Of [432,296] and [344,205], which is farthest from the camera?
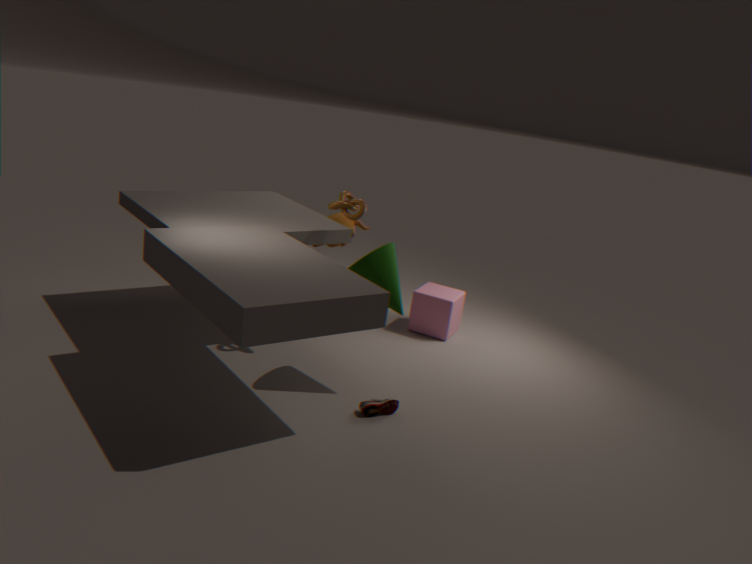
[432,296]
